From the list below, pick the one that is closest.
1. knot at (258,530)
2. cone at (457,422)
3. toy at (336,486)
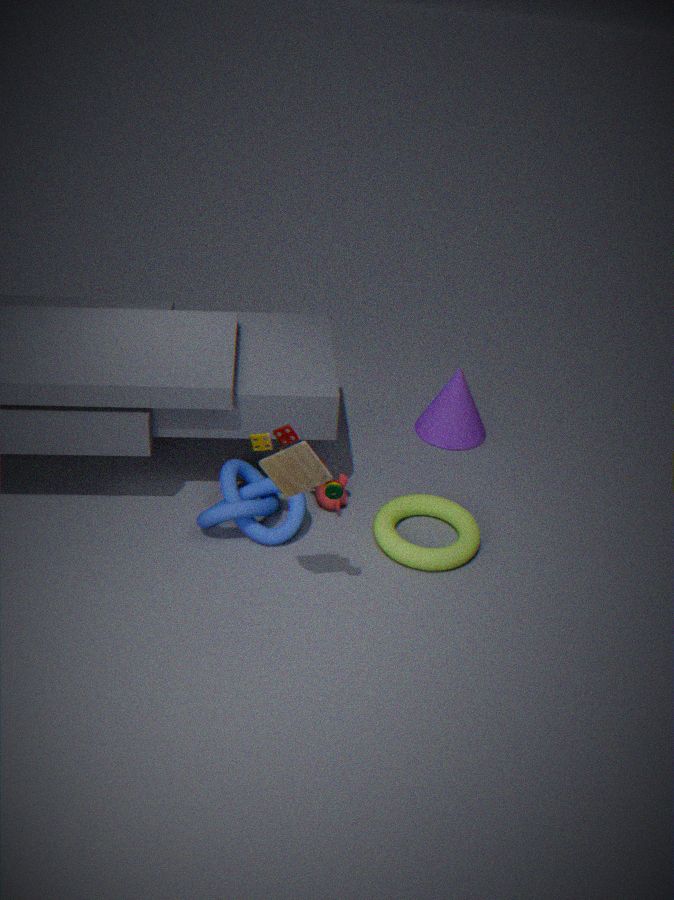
toy at (336,486)
